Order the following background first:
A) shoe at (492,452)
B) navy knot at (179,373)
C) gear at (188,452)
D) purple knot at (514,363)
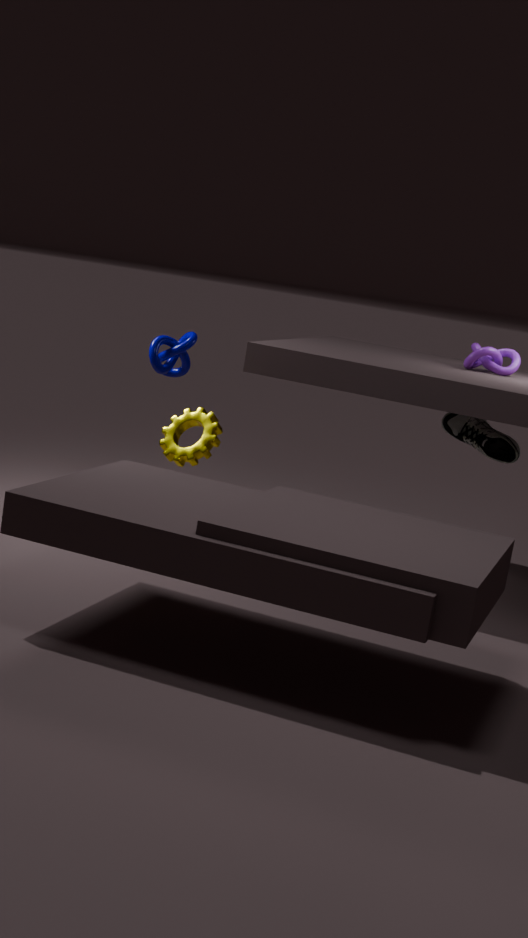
1. shoe at (492,452)
2. purple knot at (514,363)
3. navy knot at (179,373)
4. gear at (188,452)
